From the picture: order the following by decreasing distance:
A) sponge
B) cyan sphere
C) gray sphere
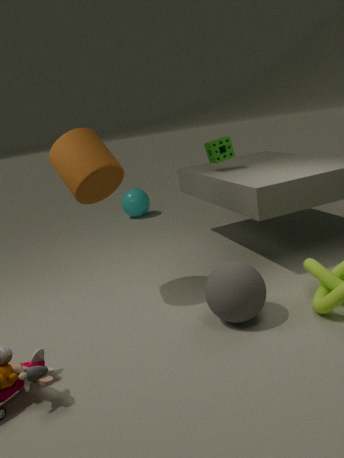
cyan sphere < sponge < gray sphere
